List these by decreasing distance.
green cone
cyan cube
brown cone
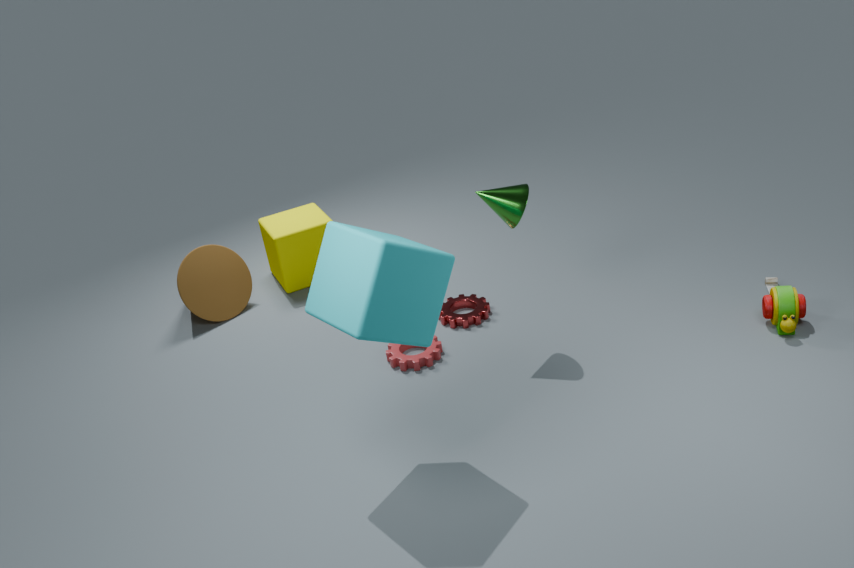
brown cone < green cone < cyan cube
